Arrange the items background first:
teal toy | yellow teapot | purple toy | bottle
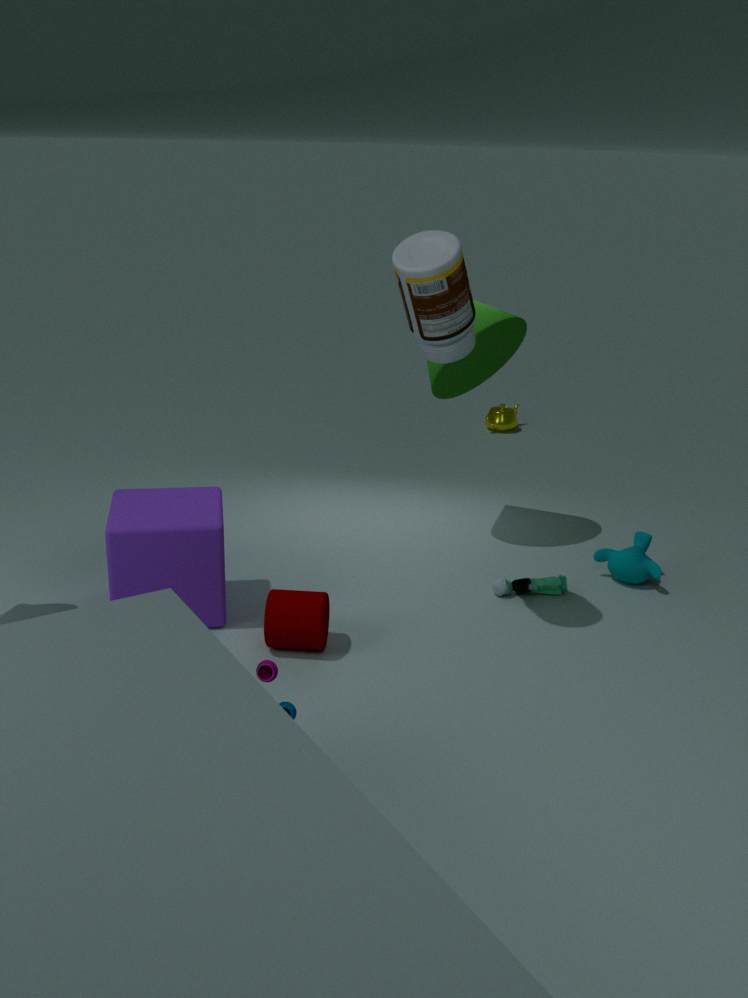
yellow teapot, teal toy, bottle, purple toy
